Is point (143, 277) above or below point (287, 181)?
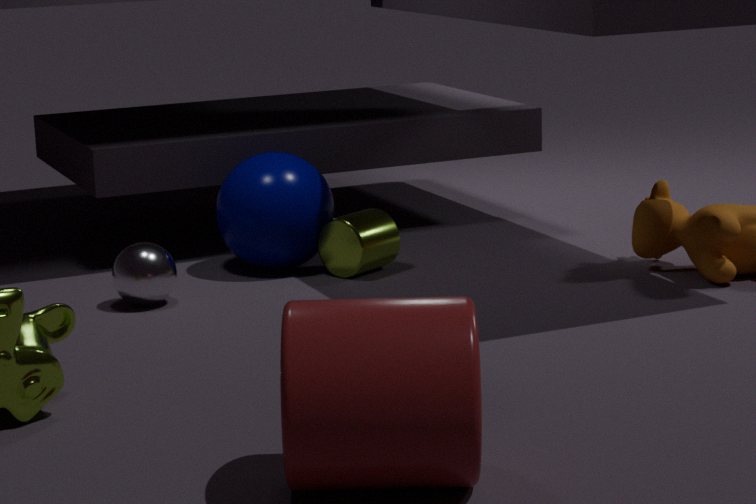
below
